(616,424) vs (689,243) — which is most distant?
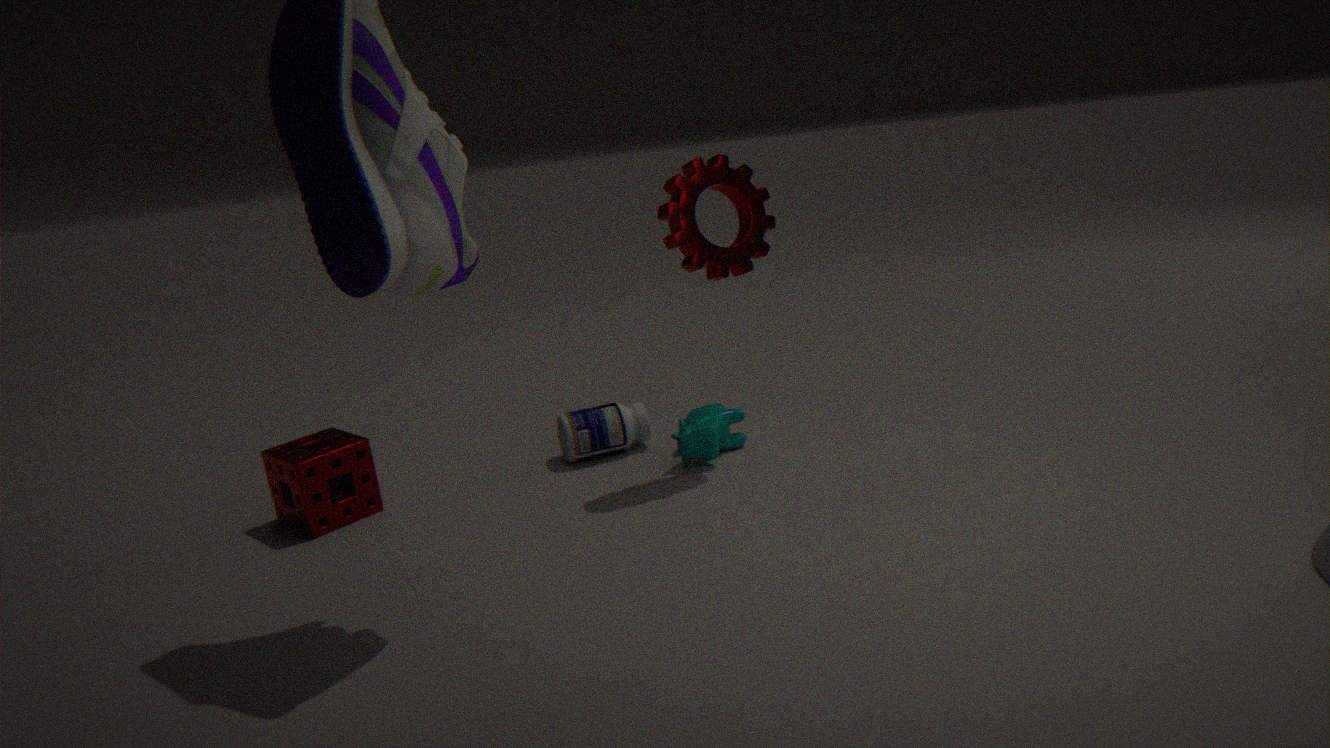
(616,424)
